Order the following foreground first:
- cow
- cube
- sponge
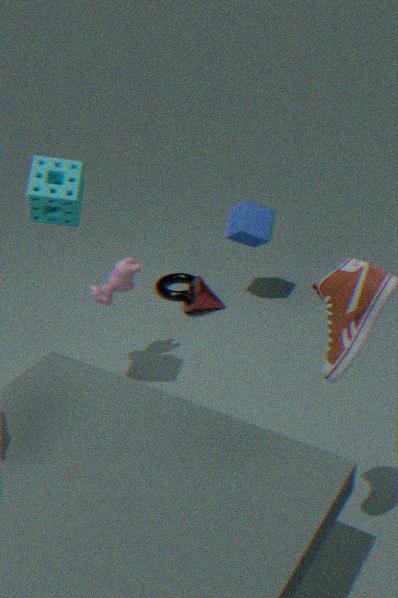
sponge, cow, cube
